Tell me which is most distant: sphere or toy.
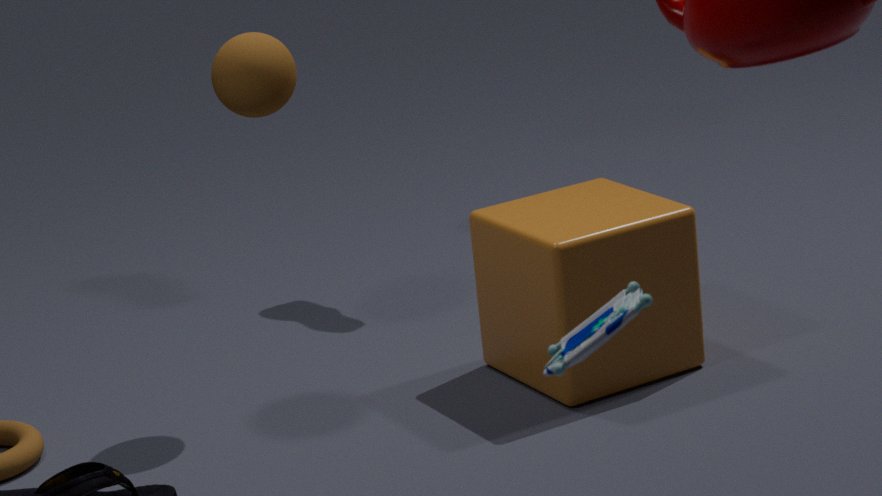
sphere
